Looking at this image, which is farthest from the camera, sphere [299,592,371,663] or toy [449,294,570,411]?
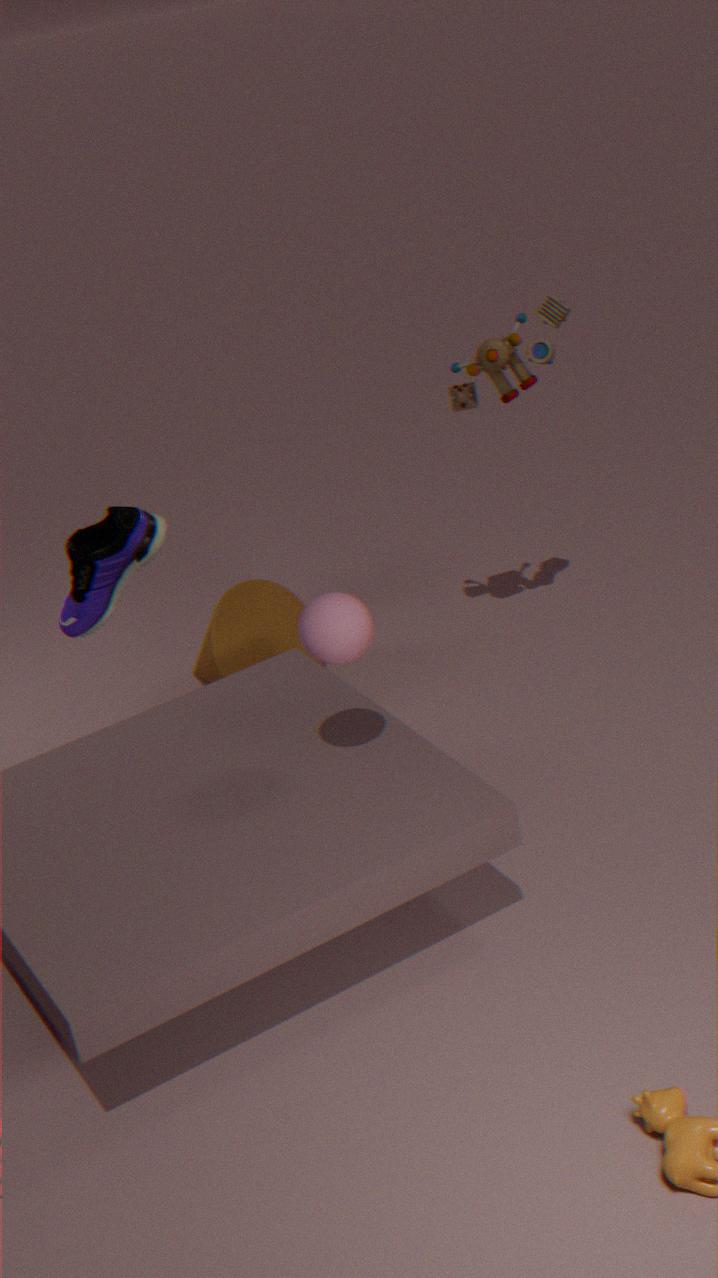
toy [449,294,570,411]
